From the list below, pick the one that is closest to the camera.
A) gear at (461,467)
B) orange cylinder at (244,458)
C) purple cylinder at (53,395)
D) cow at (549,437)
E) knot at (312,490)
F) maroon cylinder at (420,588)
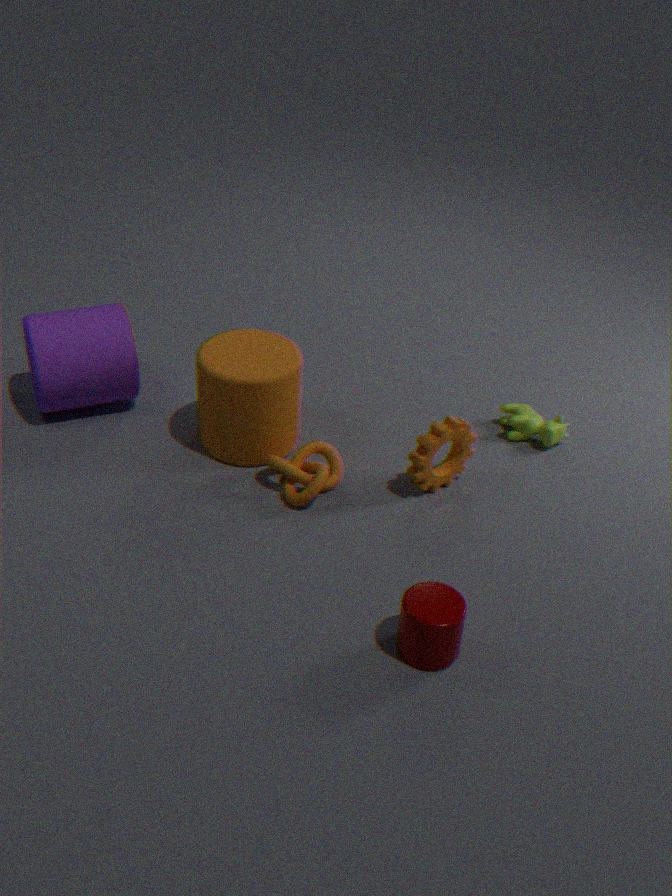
maroon cylinder at (420,588)
